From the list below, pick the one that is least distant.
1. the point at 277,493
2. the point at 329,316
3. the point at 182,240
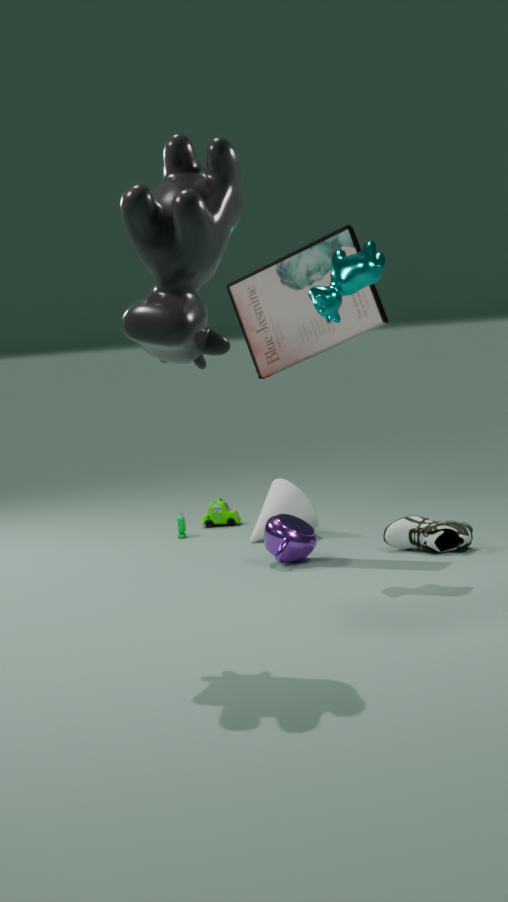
the point at 182,240
